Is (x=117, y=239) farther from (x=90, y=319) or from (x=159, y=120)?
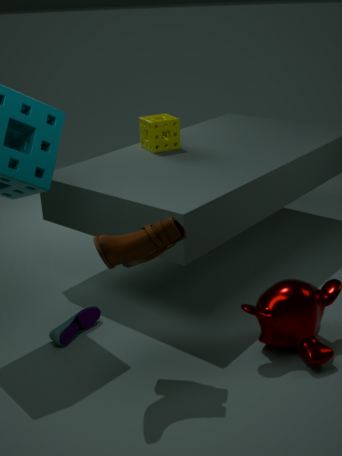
(x=159, y=120)
